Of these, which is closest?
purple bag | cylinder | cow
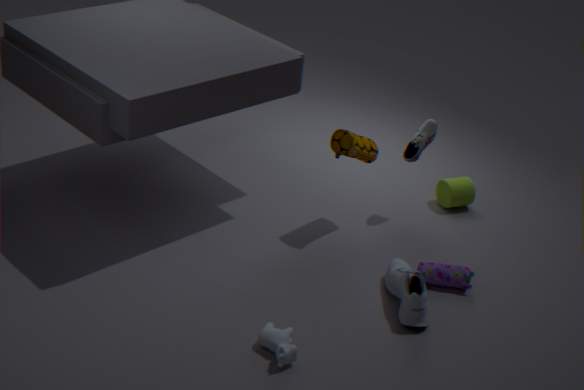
cow
